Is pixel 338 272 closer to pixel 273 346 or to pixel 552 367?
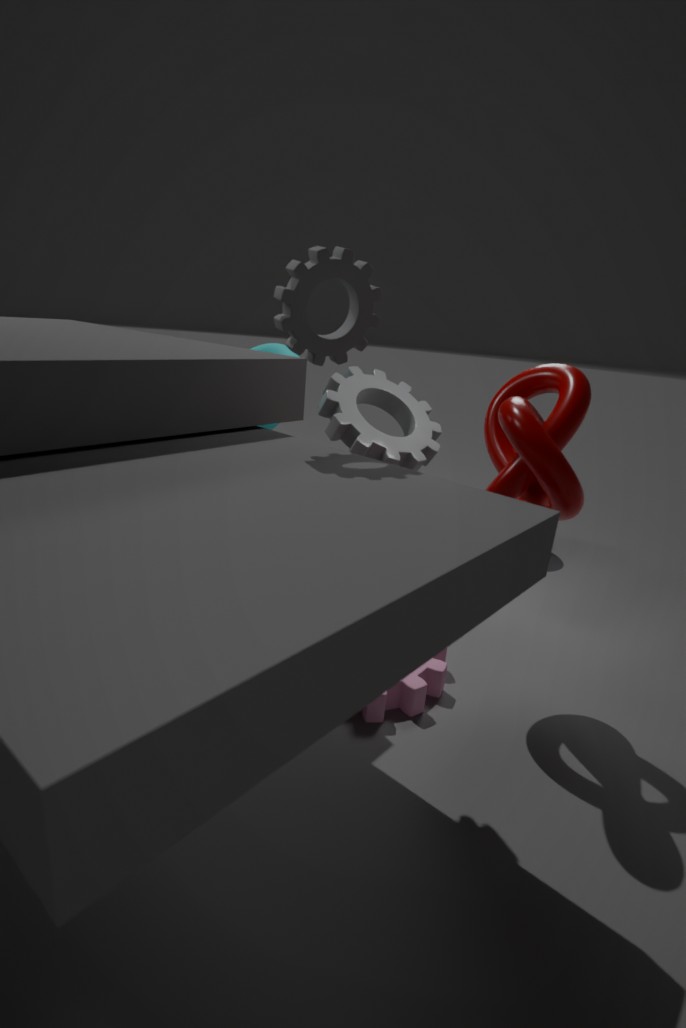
pixel 552 367
